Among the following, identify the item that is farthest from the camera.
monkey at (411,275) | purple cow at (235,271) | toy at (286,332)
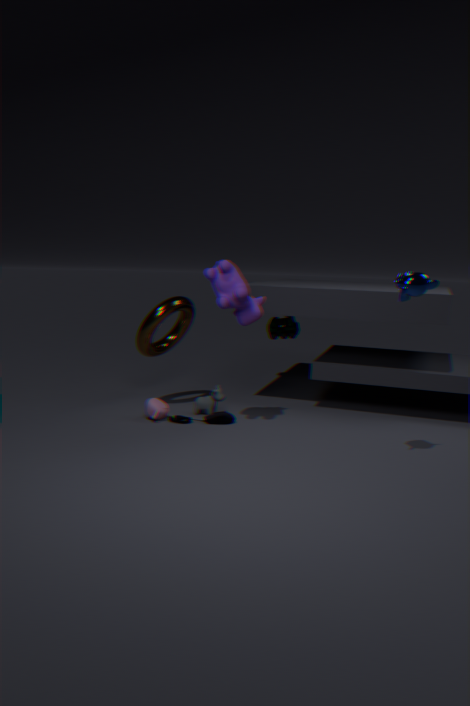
toy at (286,332)
